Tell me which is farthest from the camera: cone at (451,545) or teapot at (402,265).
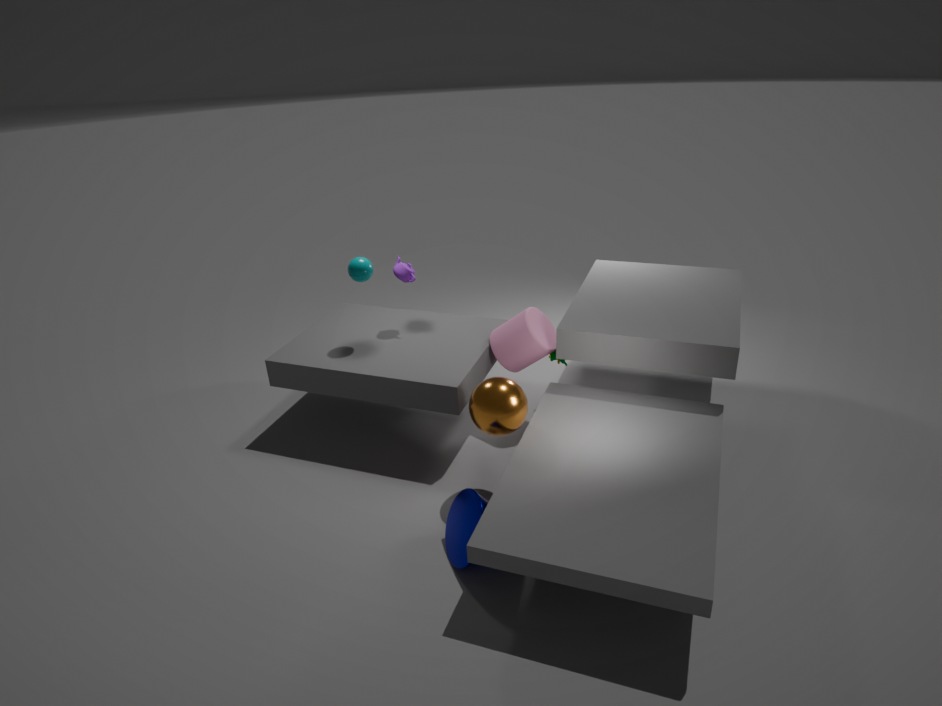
teapot at (402,265)
